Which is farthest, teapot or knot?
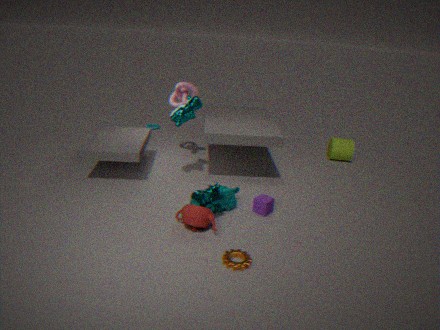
knot
